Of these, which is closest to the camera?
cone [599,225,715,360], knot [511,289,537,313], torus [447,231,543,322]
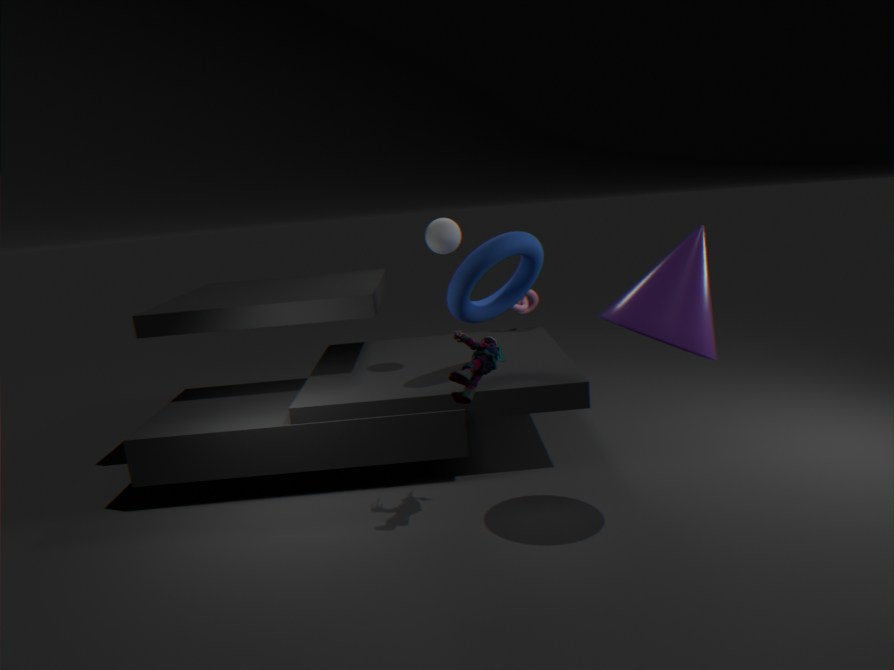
cone [599,225,715,360]
